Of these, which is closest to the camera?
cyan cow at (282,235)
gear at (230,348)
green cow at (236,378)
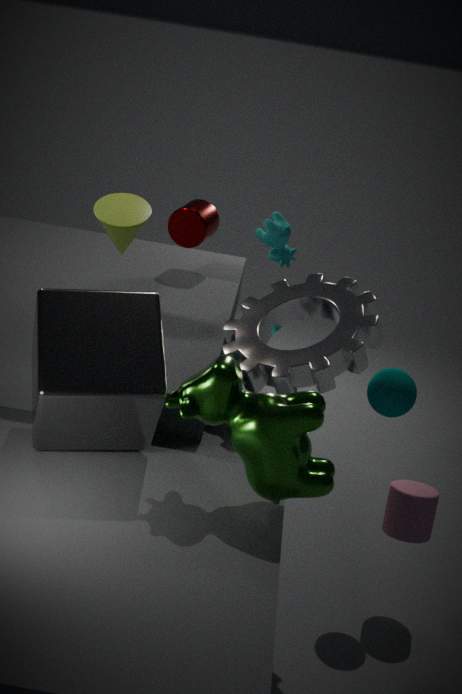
green cow at (236,378)
